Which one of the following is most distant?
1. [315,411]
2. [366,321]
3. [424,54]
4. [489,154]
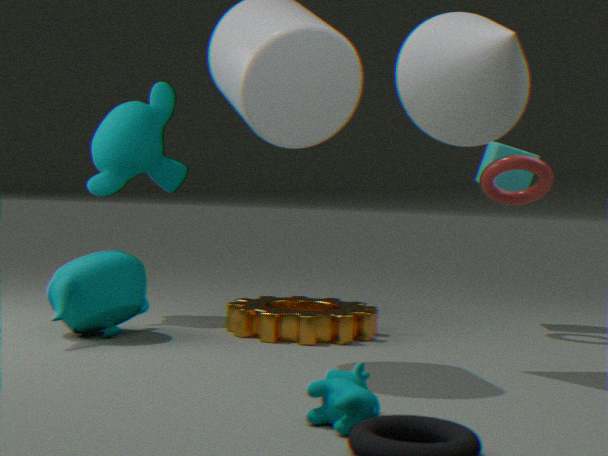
[489,154]
